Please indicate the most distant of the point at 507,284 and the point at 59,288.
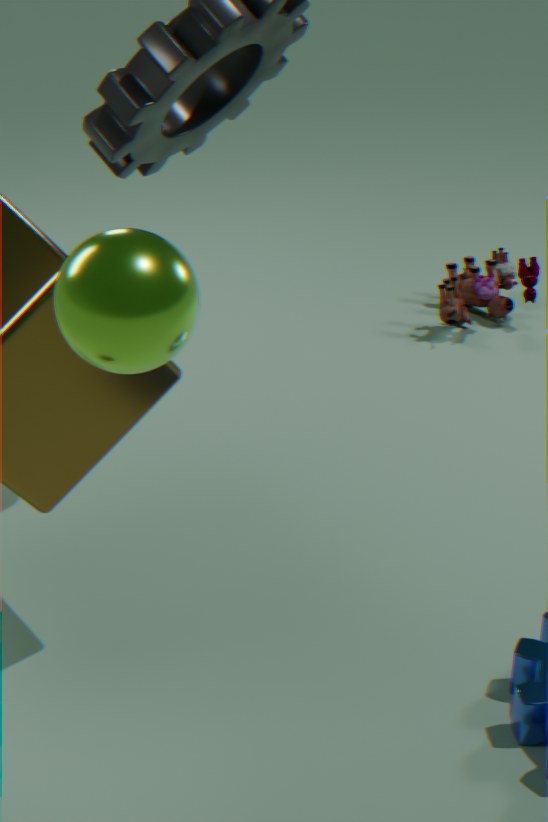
the point at 507,284
